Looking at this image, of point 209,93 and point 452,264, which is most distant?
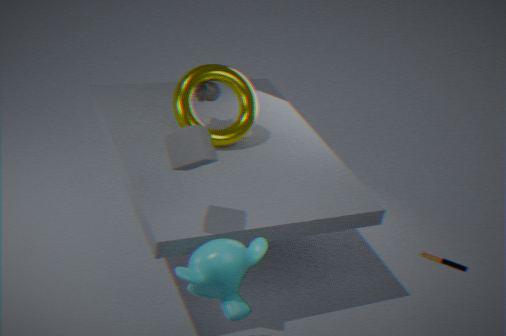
point 209,93
